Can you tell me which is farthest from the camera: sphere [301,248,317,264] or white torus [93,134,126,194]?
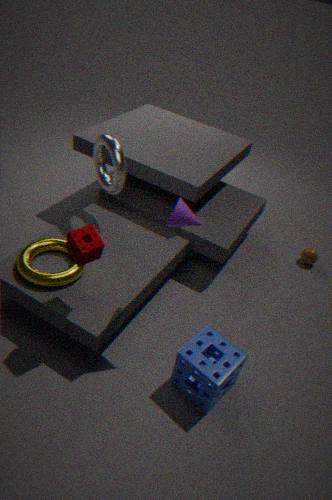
sphere [301,248,317,264]
